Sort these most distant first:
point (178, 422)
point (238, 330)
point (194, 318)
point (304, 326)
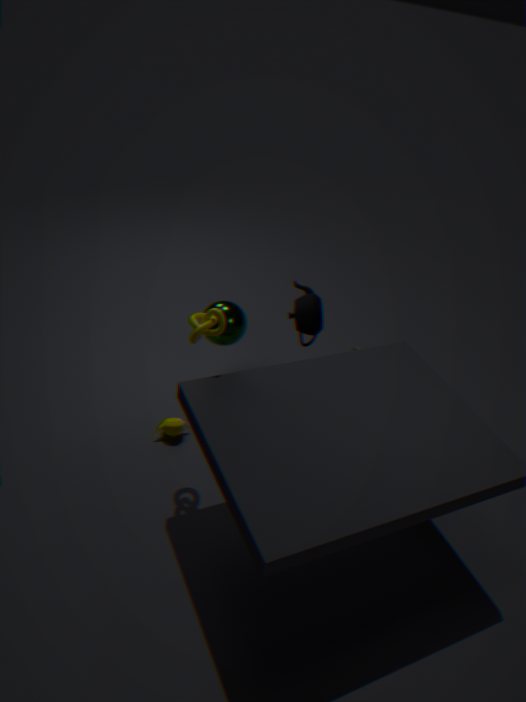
point (238, 330), point (304, 326), point (178, 422), point (194, 318)
